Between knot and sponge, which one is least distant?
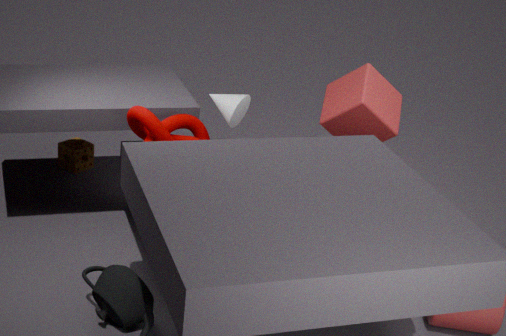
knot
